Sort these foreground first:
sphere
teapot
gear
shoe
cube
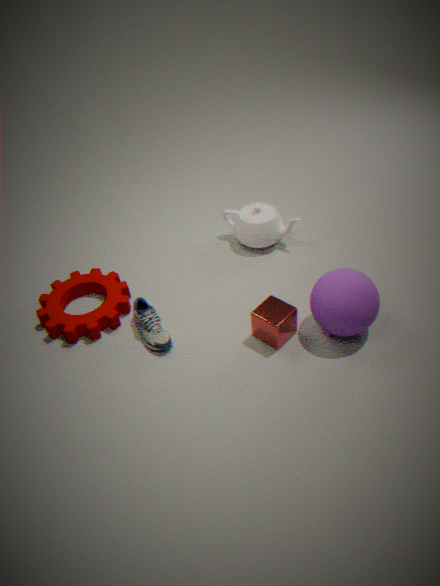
sphere < cube < shoe < gear < teapot
